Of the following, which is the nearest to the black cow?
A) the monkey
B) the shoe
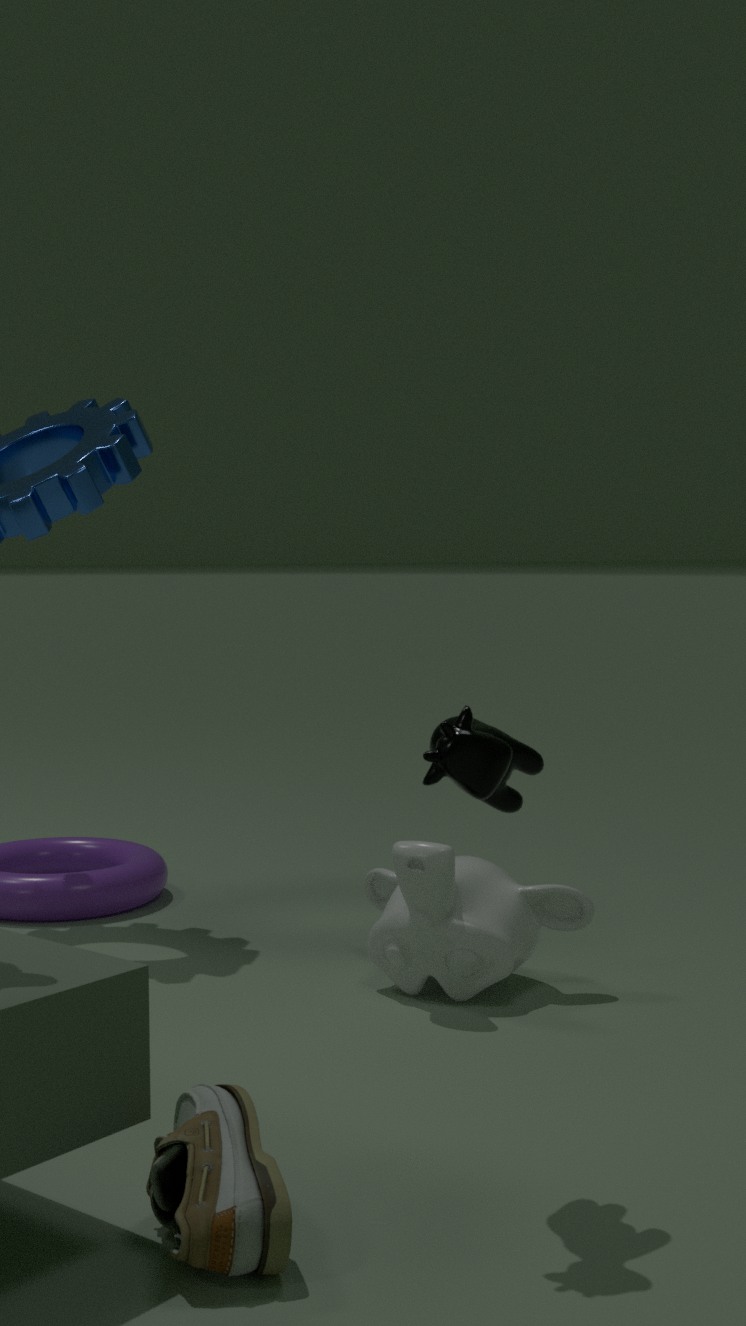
the shoe
